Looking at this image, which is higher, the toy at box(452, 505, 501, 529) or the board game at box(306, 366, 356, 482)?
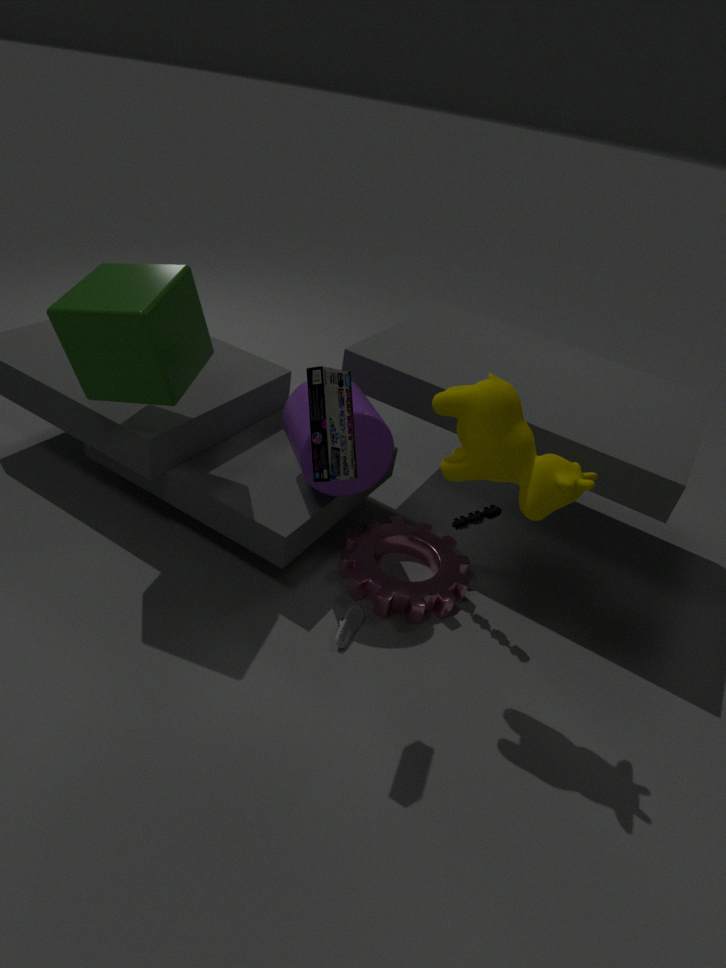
the board game at box(306, 366, 356, 482)
